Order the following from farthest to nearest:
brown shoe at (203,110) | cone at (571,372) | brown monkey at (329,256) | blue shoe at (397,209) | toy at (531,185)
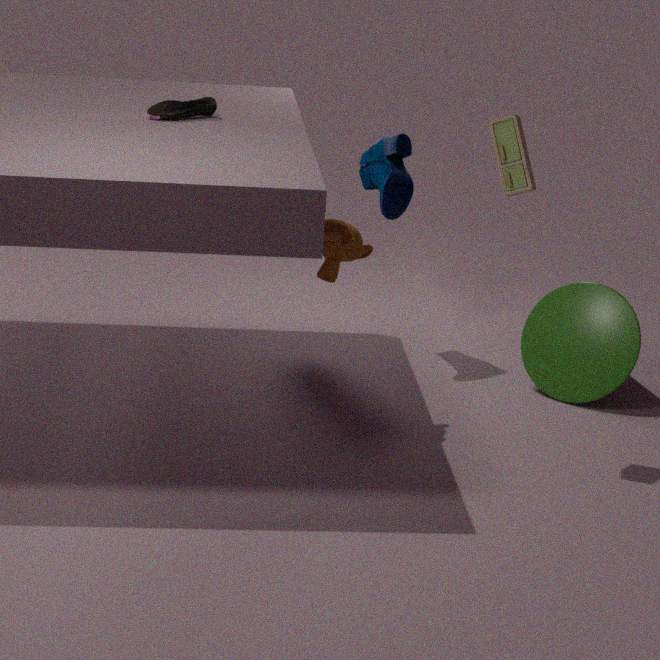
blue shoe at (397,209)
cone at (571,372)
brown shoe at (203,110)
brown monkey at (329,256)
toy at (531,185)
